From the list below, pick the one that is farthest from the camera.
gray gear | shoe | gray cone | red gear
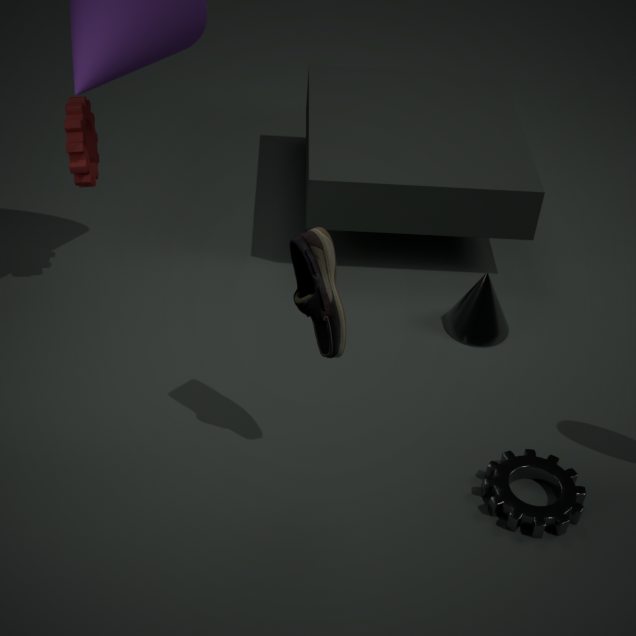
gray cone
